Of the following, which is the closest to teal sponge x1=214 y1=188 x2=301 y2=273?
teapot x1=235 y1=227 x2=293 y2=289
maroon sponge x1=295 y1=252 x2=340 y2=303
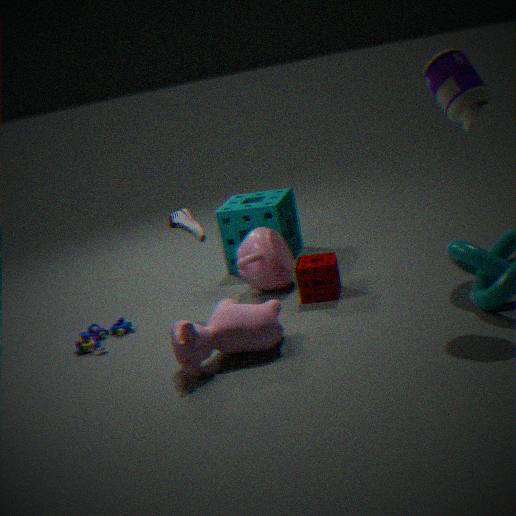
teapot x1=235 y1=227 x2=293 y2=289
